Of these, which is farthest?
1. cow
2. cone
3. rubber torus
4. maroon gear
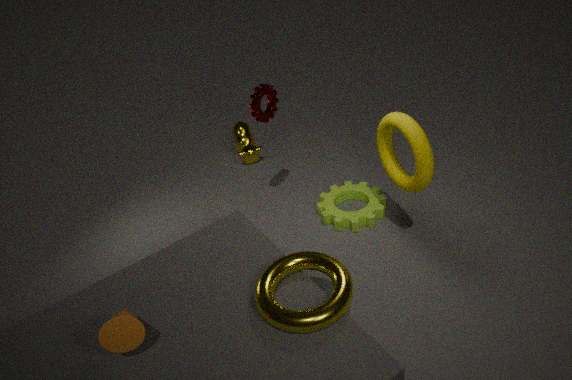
cow
